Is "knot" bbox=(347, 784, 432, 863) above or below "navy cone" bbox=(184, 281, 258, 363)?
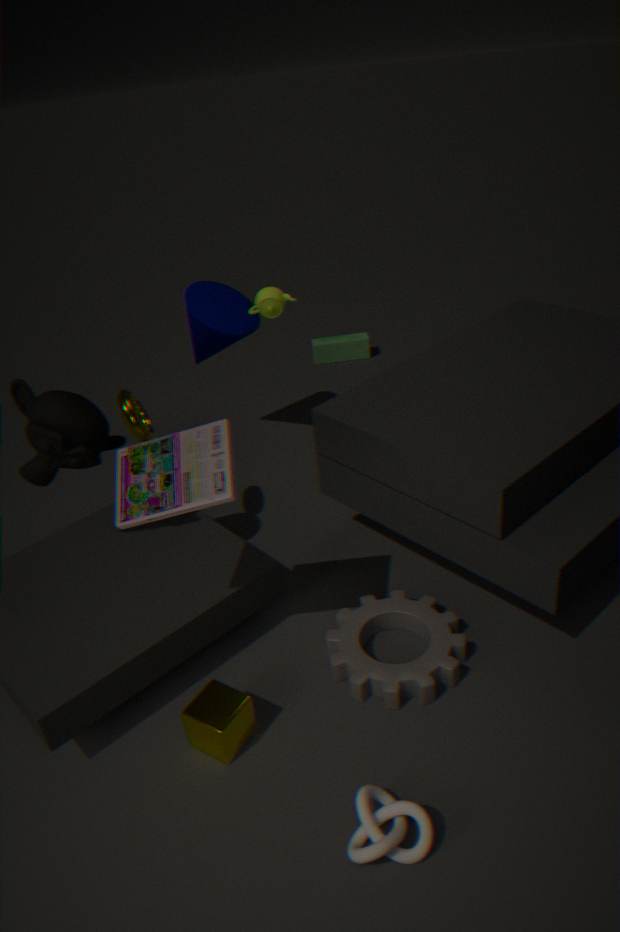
below
